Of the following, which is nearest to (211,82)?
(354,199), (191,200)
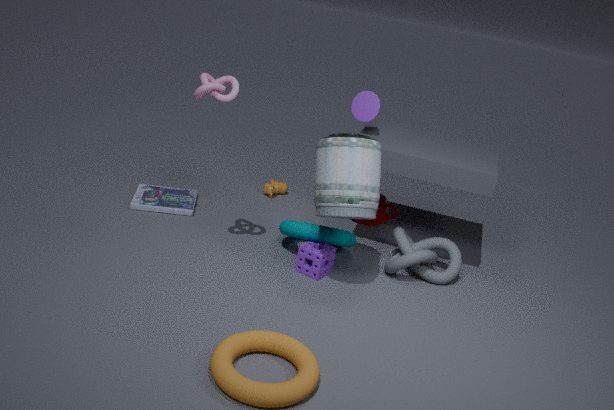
(354,199)
